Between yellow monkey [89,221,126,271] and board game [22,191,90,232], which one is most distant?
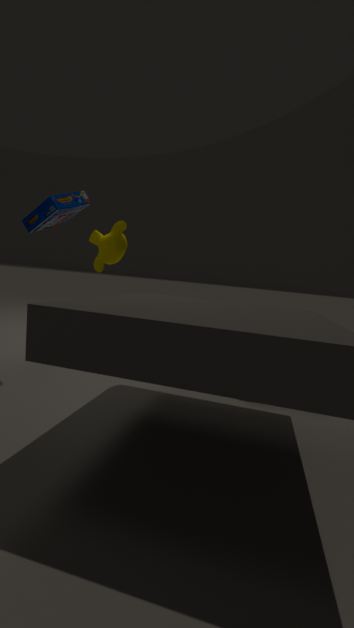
yellow monkey [89,221,126,271]
